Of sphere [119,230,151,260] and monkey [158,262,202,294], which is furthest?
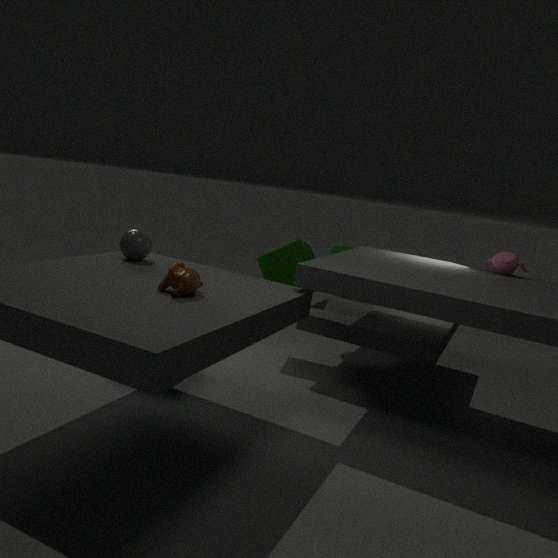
sphere [119,230,151,260]
